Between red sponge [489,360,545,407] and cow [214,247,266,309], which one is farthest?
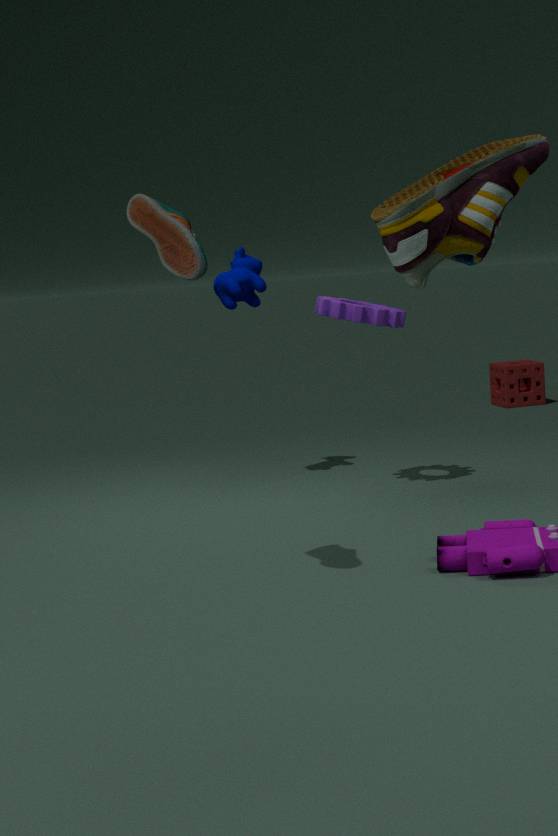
red sponge [489,360,545,407]
